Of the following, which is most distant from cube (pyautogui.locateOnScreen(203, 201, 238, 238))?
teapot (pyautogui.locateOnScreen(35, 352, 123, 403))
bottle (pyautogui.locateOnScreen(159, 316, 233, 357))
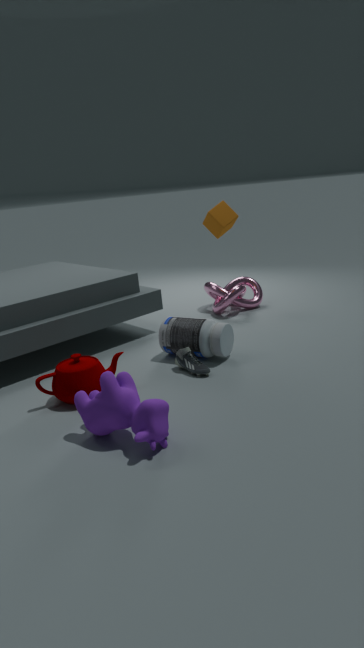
teapot (pyautogui.locateOnScreen(35, 352, 123, 403))
